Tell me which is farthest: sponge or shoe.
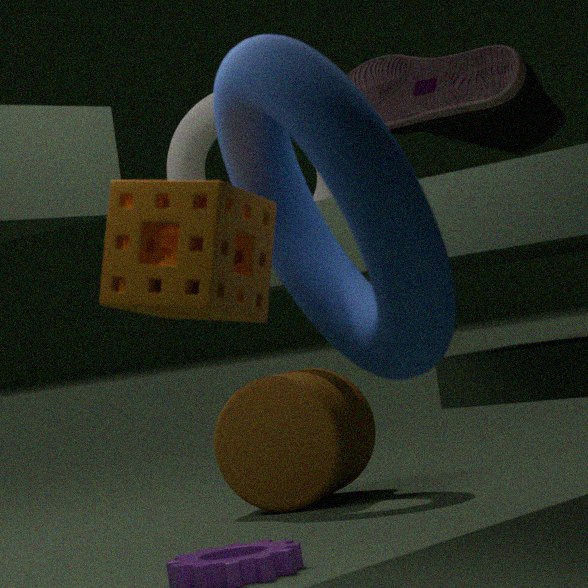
shoe
